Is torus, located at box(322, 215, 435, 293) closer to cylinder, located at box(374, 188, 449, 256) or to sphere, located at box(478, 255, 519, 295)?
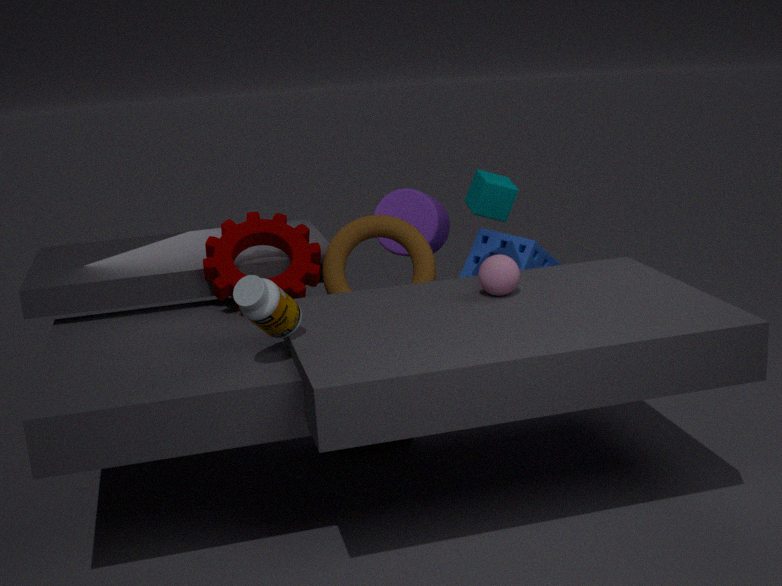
sphere, located at box(478, 255, 519, 295)
